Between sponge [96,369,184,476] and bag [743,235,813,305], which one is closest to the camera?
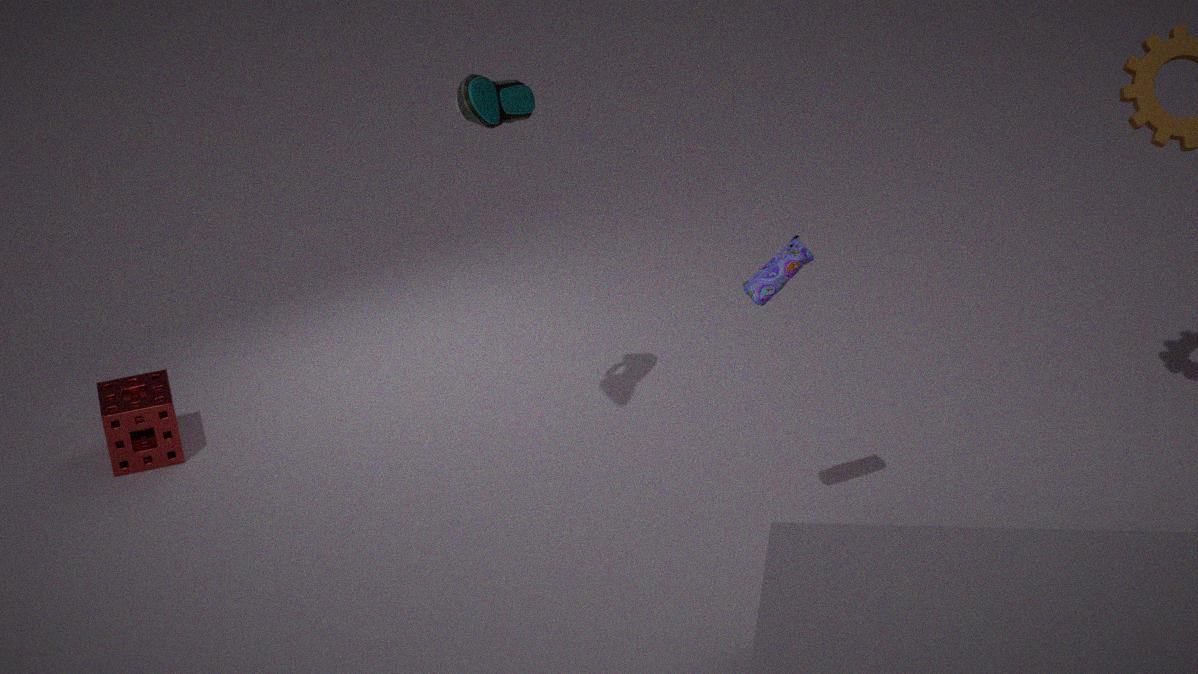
bag [743,235,813,305]
